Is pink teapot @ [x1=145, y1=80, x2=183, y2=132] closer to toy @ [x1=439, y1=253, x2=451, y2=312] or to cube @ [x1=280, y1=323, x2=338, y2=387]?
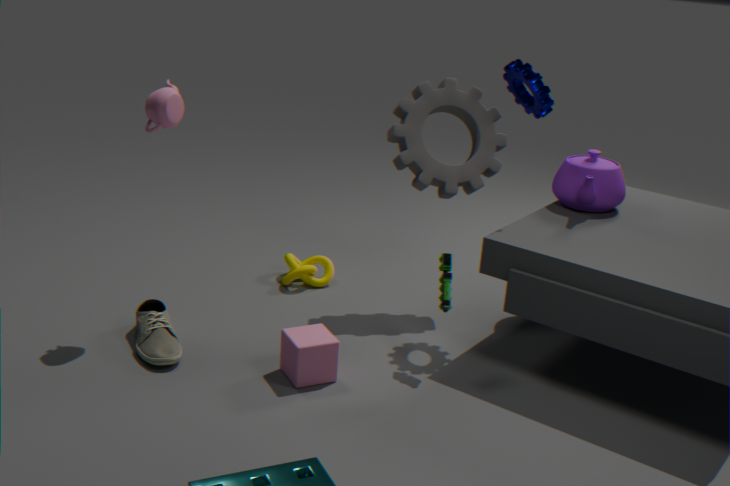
cube @ [x1=280, y1=323, x2=338, y2=387]
